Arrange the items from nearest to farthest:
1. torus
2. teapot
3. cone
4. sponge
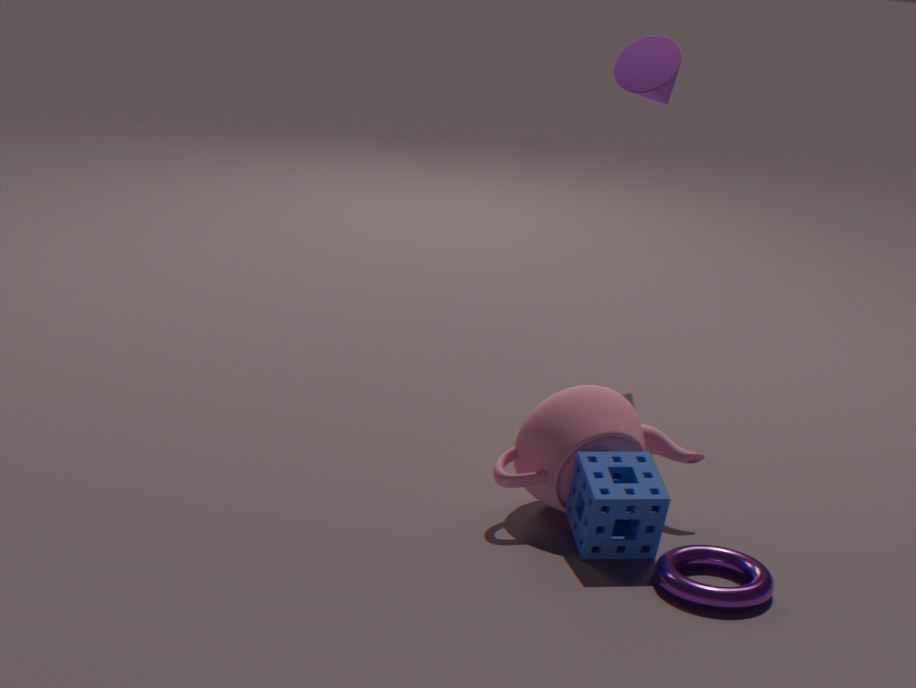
torus → sponge → teapot → cone
